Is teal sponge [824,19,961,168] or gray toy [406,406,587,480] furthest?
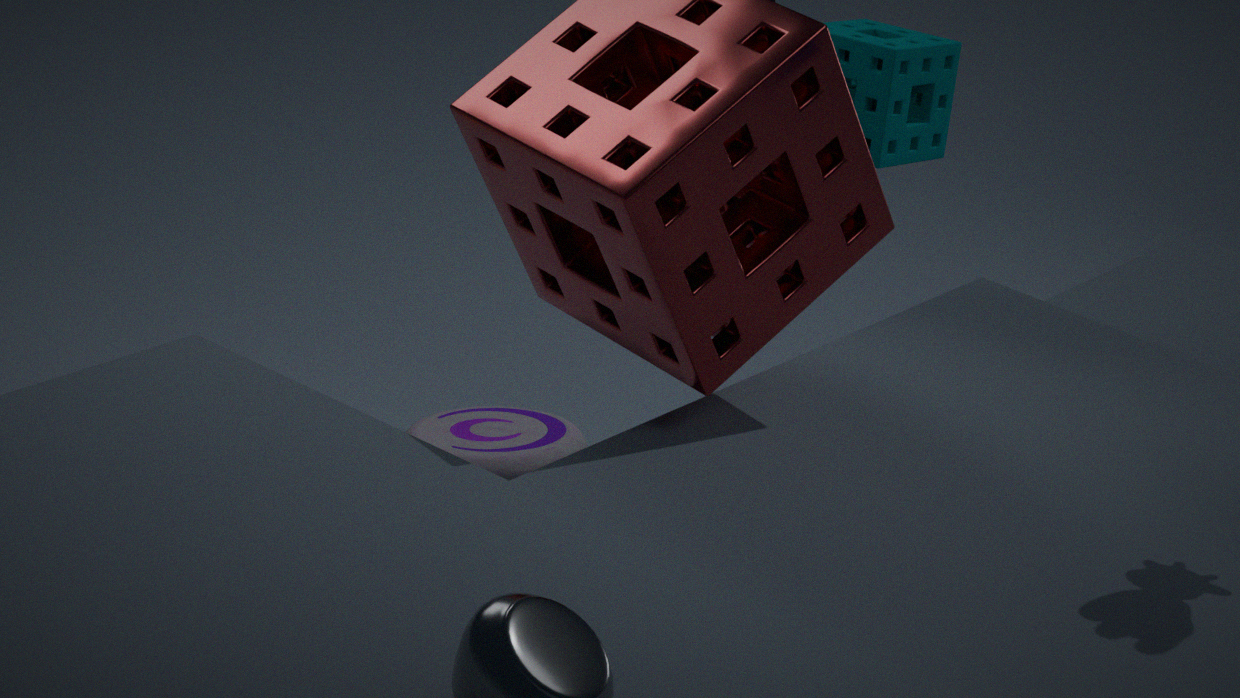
gray toy [406,406,587,480]
